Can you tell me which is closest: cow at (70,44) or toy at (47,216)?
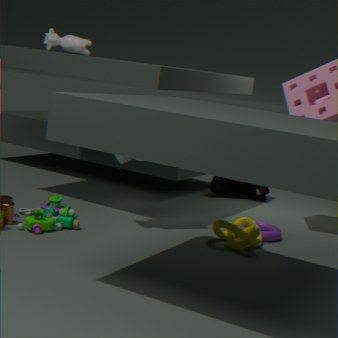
toy at (47,216)
